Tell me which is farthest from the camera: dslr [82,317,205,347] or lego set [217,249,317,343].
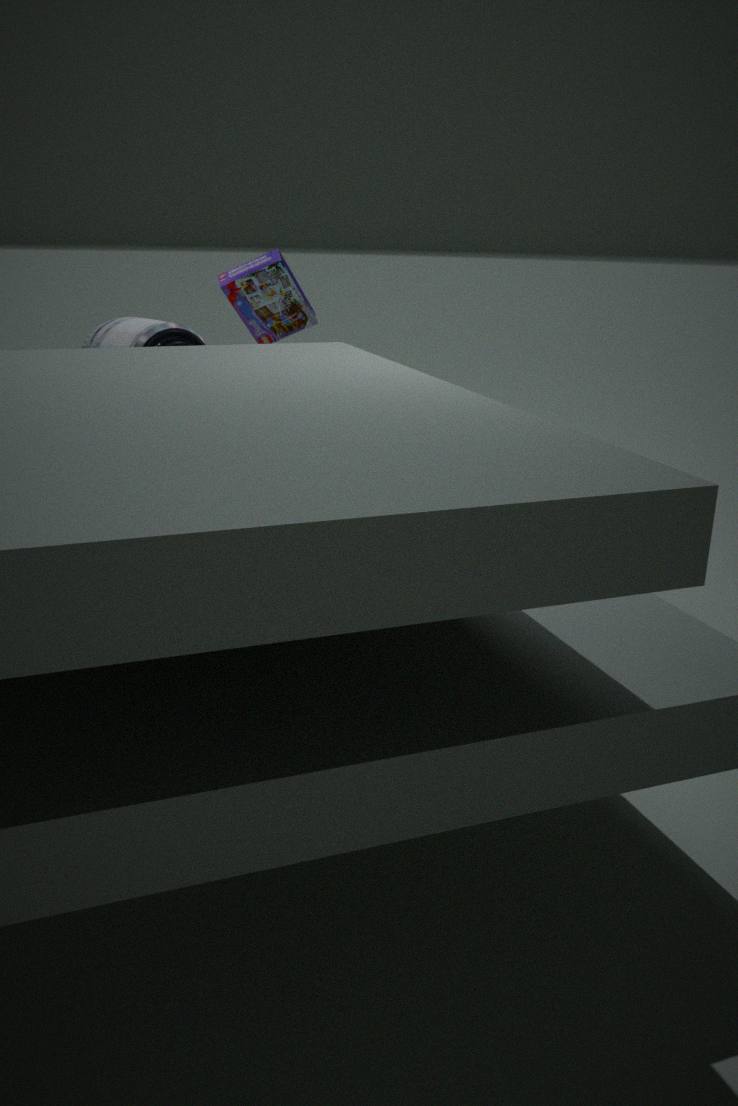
lego set [217,249,317,343]
